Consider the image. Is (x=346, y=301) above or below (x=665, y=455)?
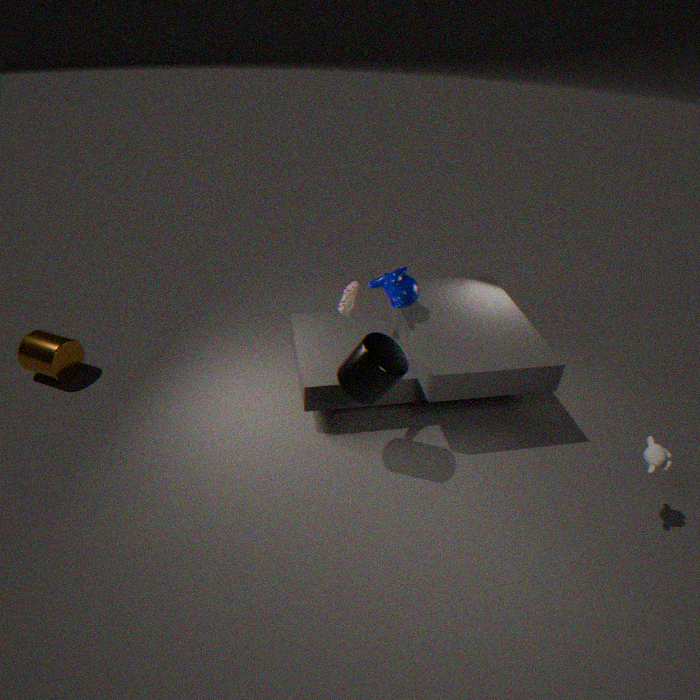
above
